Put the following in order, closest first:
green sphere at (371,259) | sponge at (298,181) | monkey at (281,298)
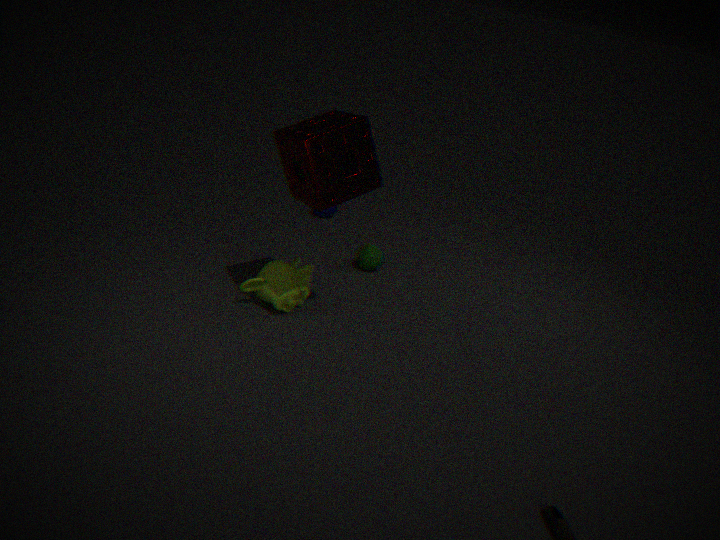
sponge at (298,181)
monkey at (281,298)
green sphere at (371,259)
